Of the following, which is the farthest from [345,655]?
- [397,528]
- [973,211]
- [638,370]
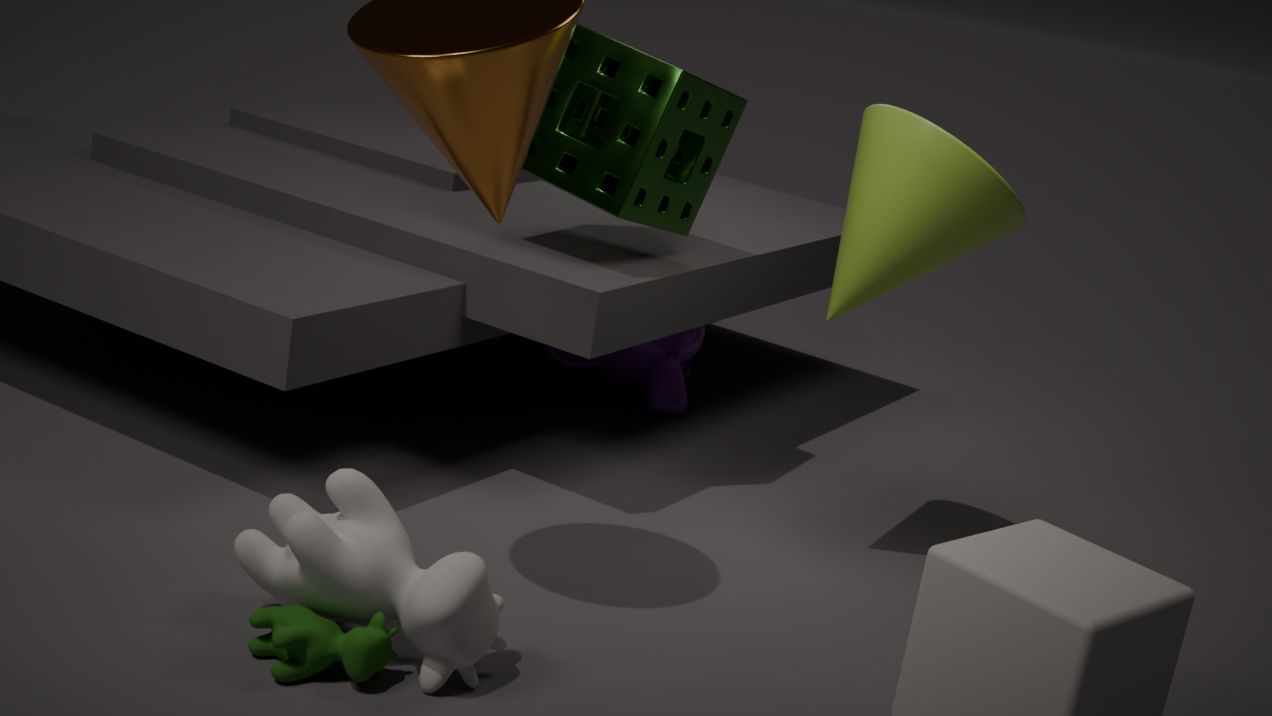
[638,370]
